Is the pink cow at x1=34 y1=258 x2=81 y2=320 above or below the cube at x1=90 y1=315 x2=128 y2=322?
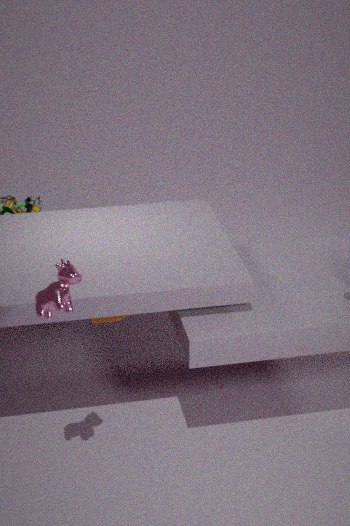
above
